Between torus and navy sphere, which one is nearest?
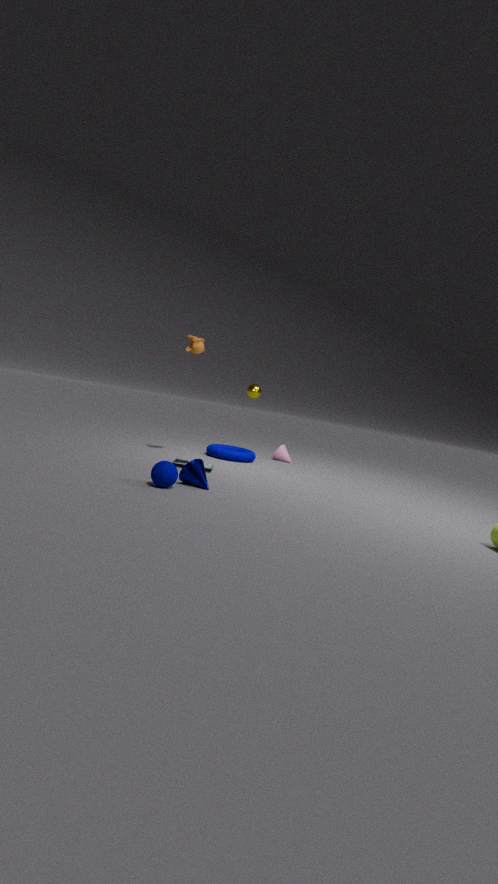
navy sphere
